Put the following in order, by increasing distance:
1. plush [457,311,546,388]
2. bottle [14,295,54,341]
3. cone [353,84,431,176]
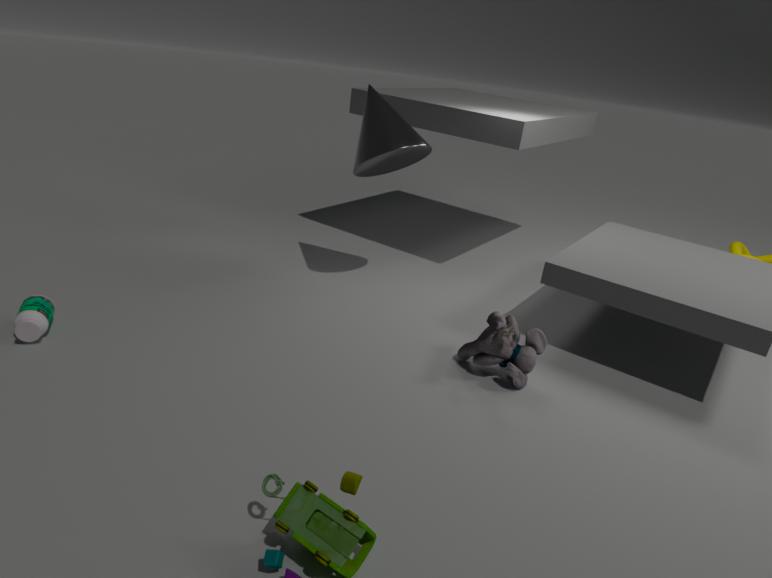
bottle [14,295,54,341], plush [457,311,546,388], cone [353,84,431,176]
